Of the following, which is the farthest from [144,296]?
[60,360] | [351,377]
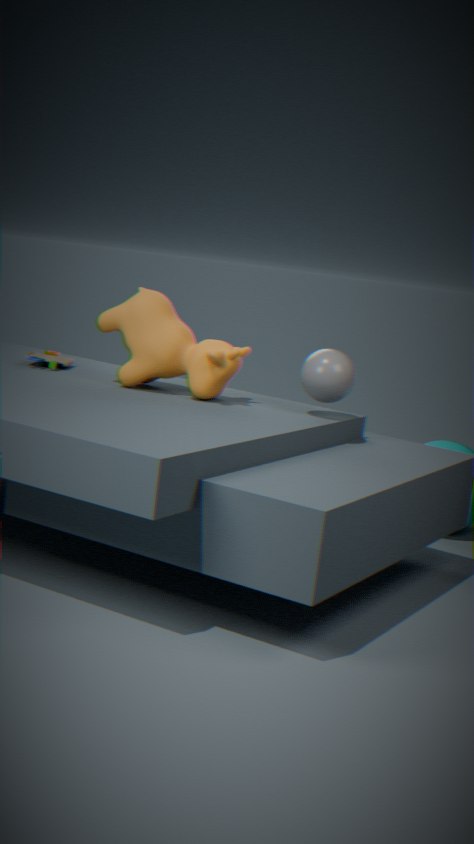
[351,377]
